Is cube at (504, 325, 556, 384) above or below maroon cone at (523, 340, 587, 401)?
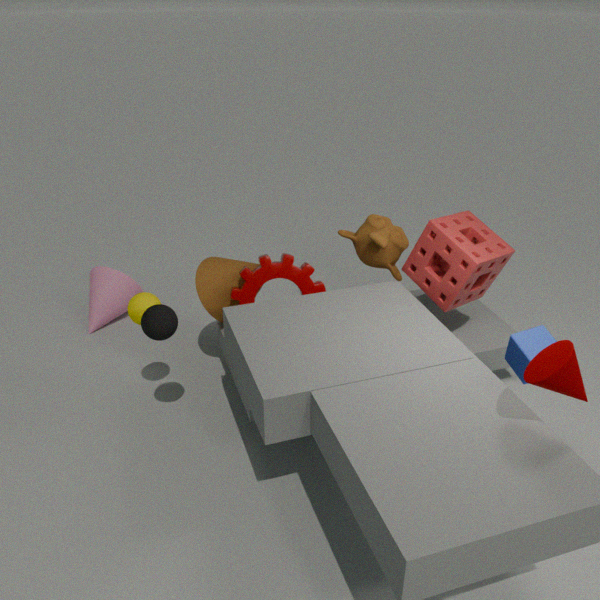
below
